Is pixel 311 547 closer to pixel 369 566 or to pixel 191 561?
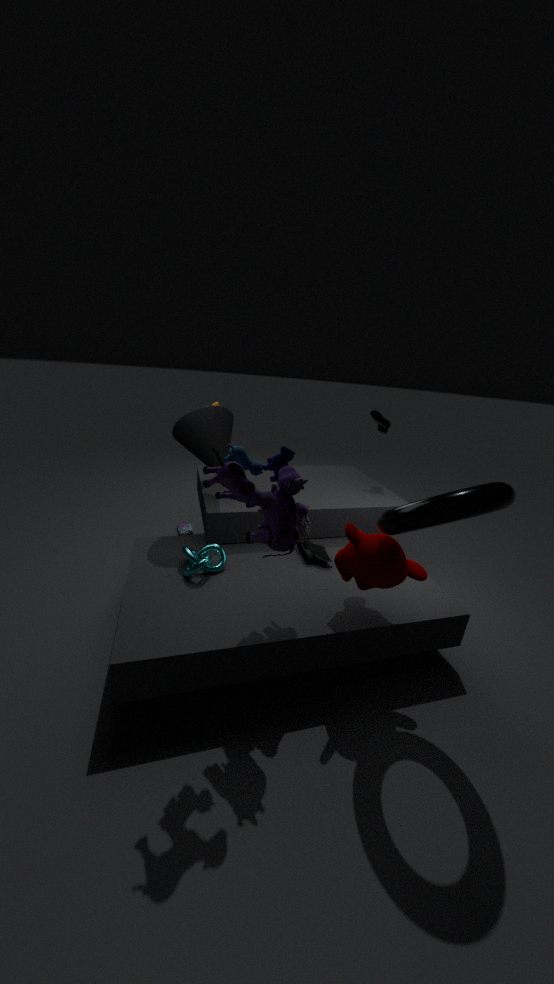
pixel 369 566
